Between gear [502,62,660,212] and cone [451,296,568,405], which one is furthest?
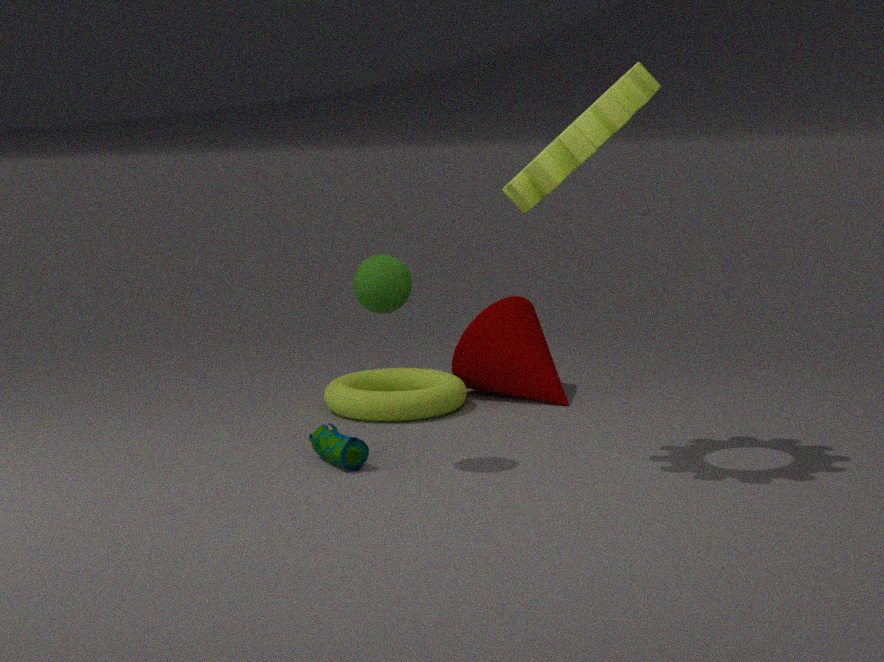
cone [451,296,568,405]
